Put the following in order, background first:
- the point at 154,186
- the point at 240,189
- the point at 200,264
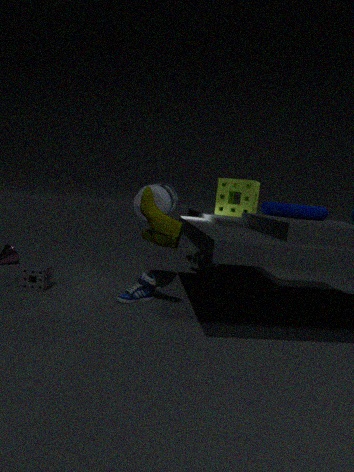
the point at 200,264
the point at 240,189
the point at 154,186
